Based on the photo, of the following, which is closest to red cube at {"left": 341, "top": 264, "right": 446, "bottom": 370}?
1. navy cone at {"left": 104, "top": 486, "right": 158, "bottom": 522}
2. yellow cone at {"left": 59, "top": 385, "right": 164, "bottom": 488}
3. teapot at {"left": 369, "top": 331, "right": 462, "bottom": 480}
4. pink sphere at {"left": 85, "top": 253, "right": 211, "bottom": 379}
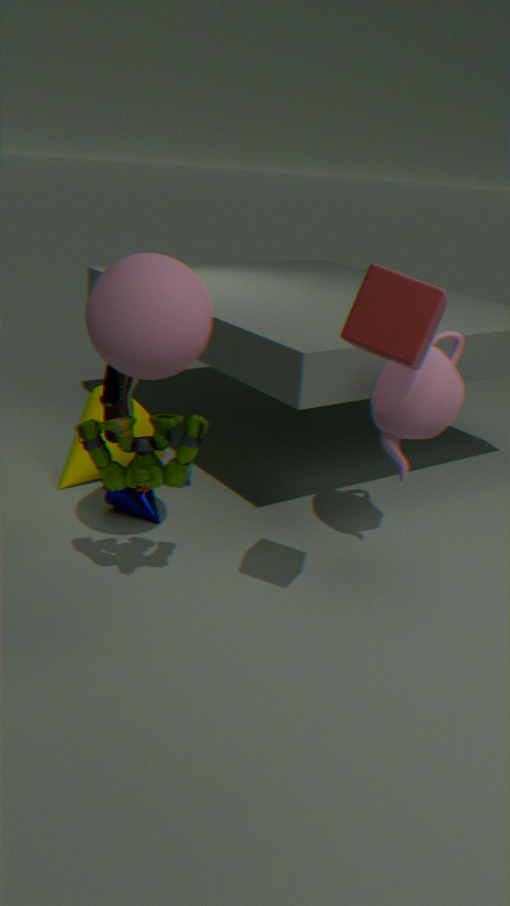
pink sphere at {"left": 85, "top": 253, "right": 211, "bottom": 379}
